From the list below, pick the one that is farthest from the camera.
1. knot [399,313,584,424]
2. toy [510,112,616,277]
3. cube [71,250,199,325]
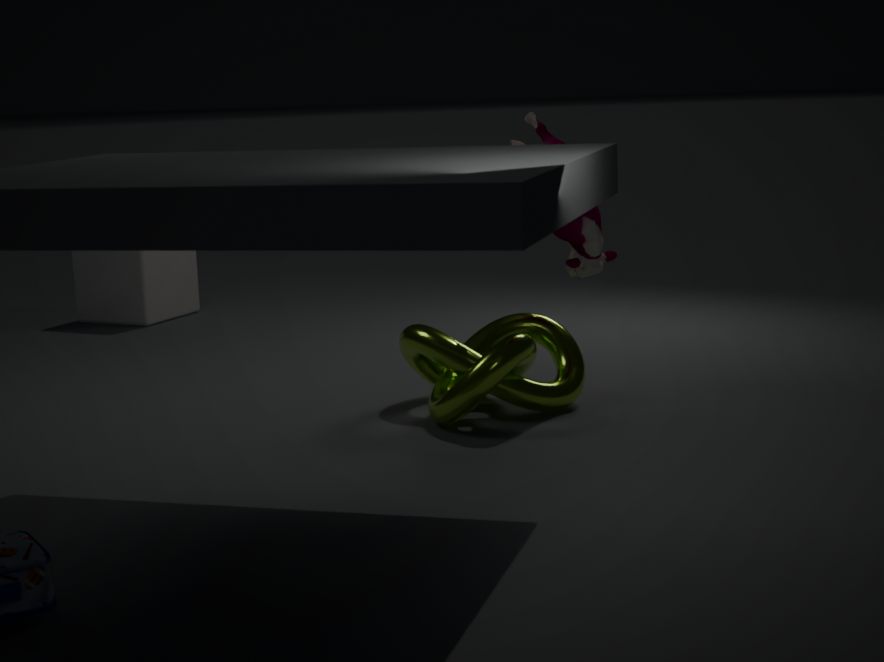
cube [71,250,199,325]
